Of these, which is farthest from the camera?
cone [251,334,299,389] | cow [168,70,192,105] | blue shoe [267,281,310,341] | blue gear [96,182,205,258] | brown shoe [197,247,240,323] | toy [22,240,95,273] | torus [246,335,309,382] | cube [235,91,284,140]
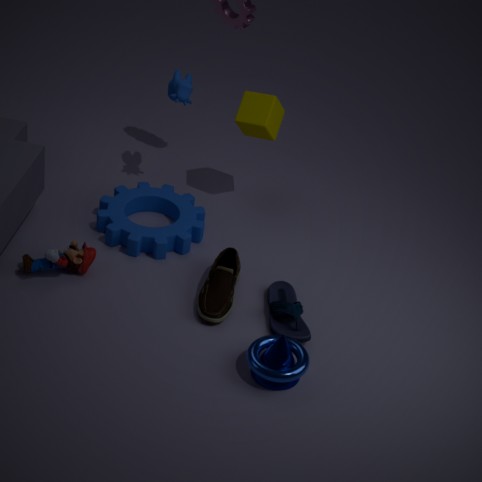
cow [168,70,192,105]
